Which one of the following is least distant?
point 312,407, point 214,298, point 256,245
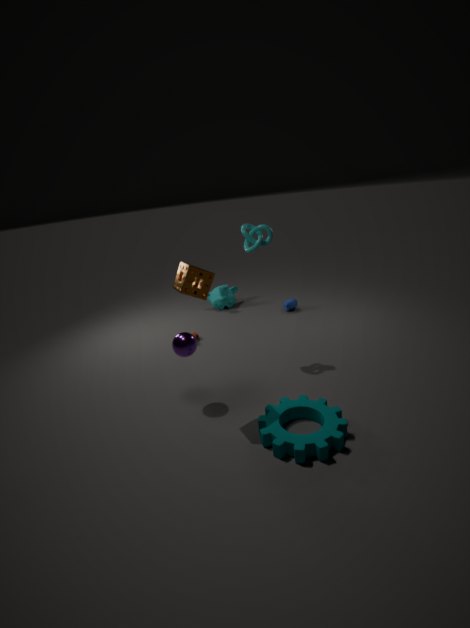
point 312,407
